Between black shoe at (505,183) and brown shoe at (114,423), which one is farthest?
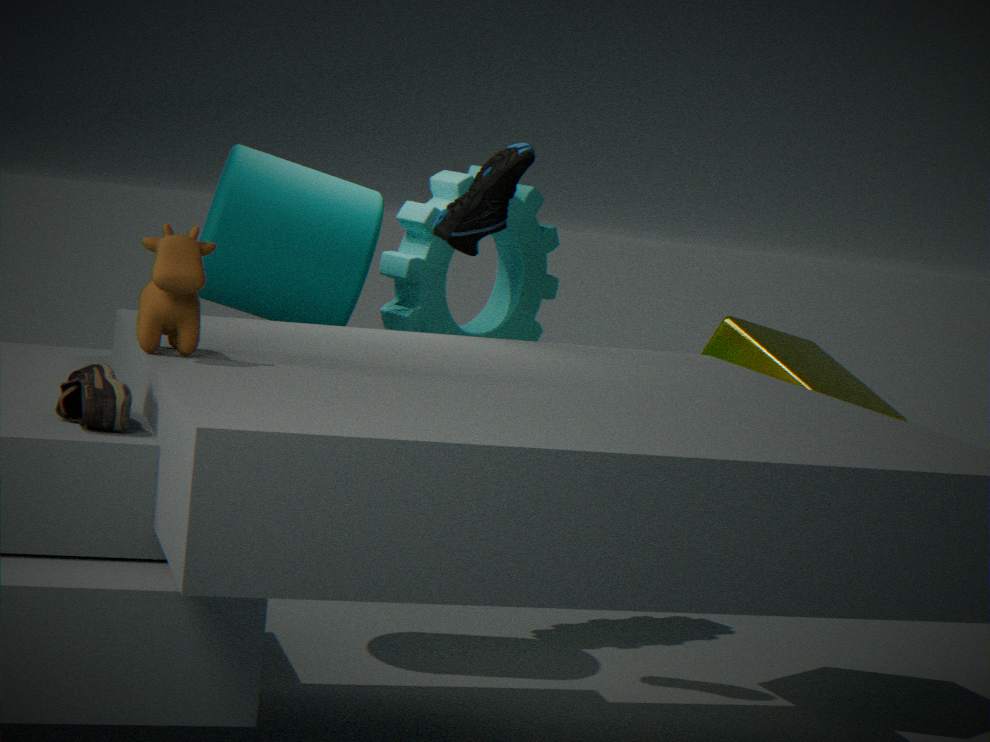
black shoe at (505,183)
